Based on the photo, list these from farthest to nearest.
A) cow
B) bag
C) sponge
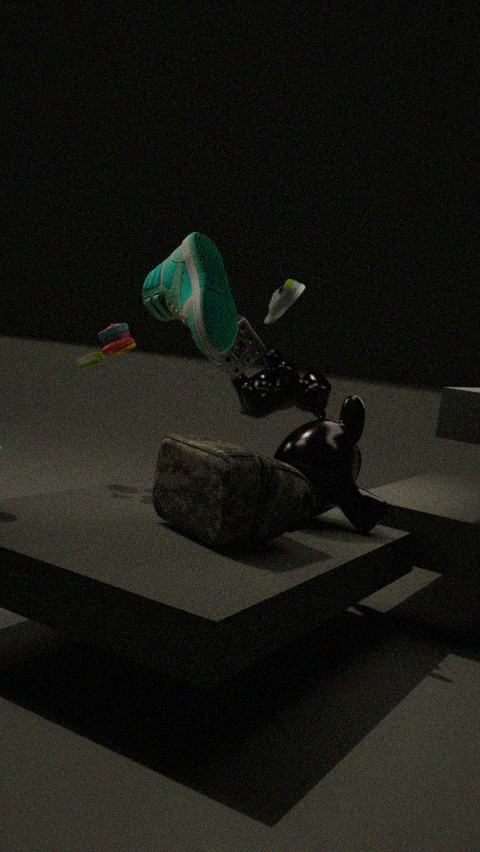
cow < sponge < bag
